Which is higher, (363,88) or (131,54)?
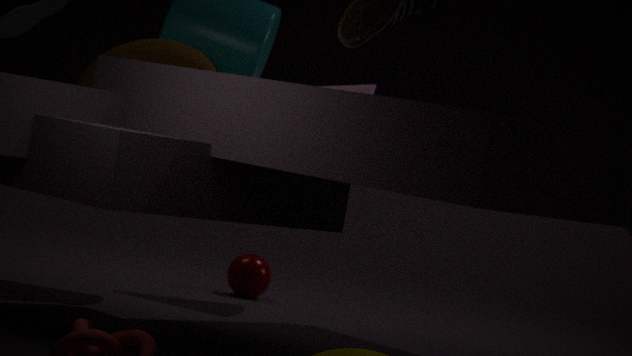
(363,88)
